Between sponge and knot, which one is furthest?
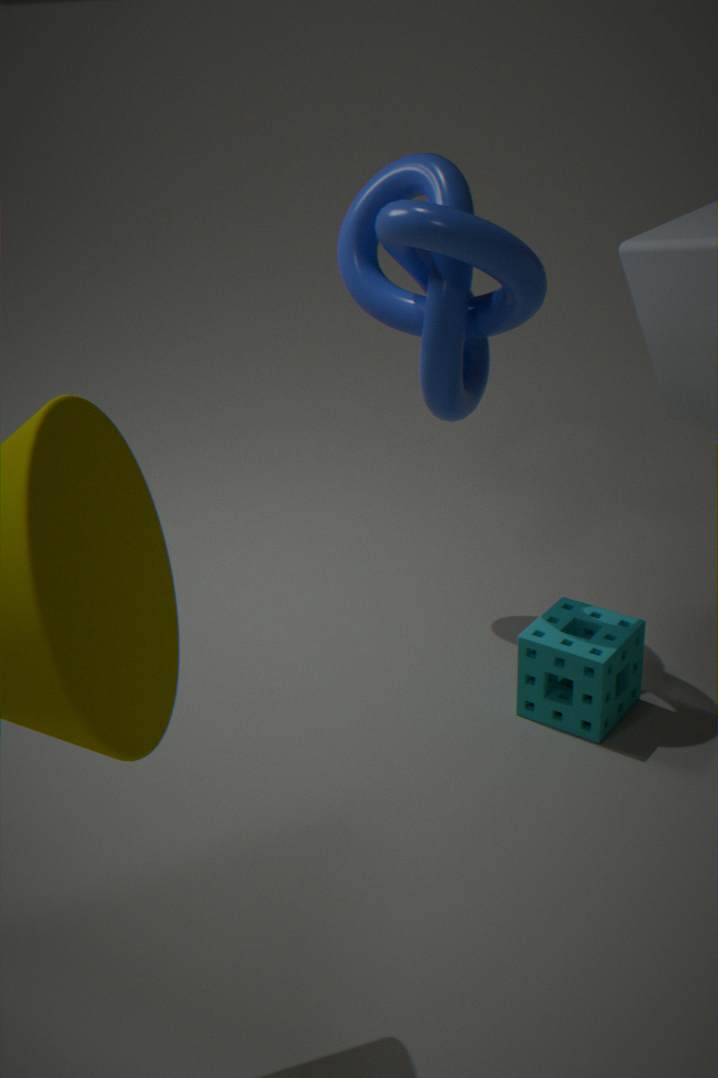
sponge
